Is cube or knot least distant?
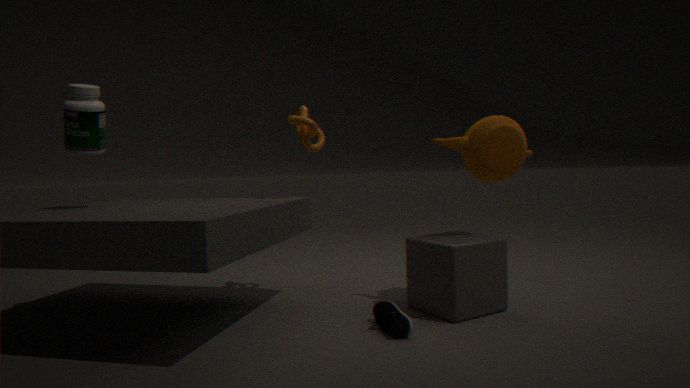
cube
